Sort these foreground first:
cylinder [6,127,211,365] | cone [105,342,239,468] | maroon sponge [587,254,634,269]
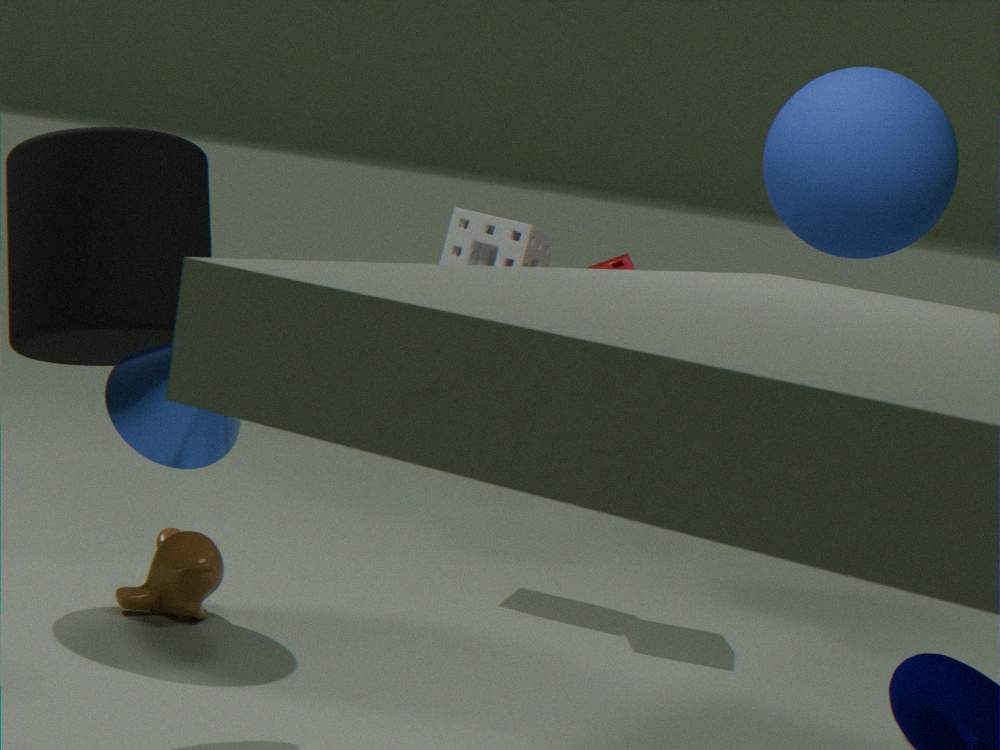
1. cone [105,342,239,468]
2. cylinder [6,127,211,365]
3. maroon sponge [587,254,634,269]
